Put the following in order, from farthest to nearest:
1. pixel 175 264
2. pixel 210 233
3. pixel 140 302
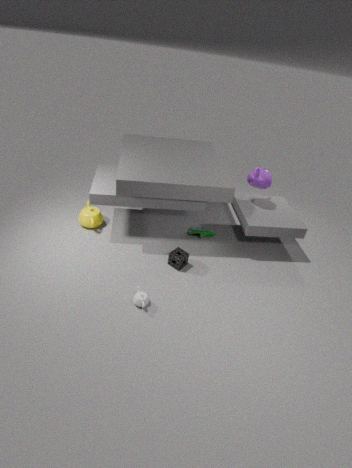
pixel 210 233 → pixel 175 264 → pixel 140 302
